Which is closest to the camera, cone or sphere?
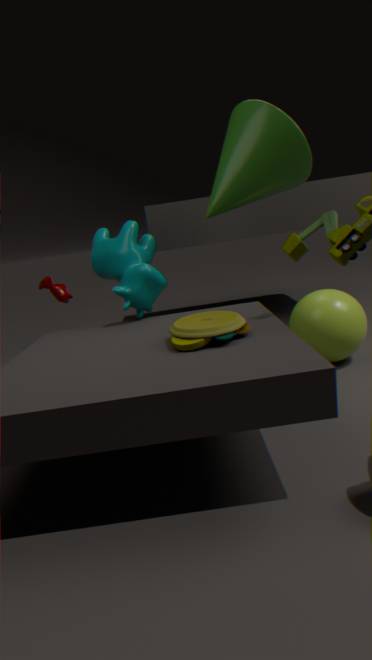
cone
